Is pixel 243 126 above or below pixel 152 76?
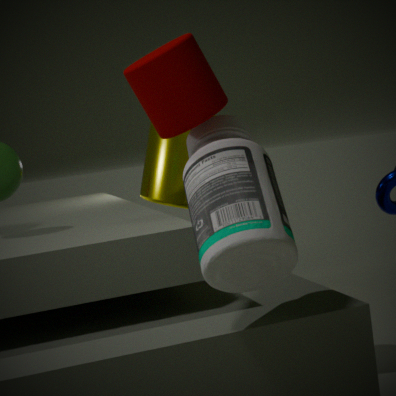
below
